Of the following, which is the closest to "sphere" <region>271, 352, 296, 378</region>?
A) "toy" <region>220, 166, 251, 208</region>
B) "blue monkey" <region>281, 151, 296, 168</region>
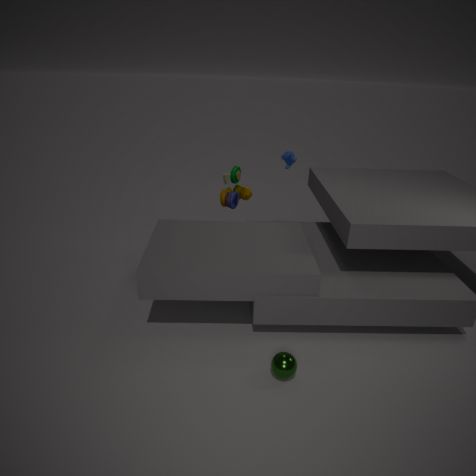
"toy" <region>220, 166, 251, 208</region>
